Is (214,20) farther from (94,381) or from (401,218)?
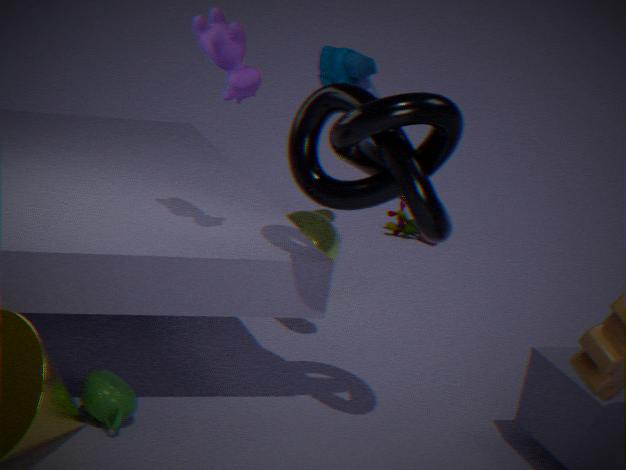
(401,218)
